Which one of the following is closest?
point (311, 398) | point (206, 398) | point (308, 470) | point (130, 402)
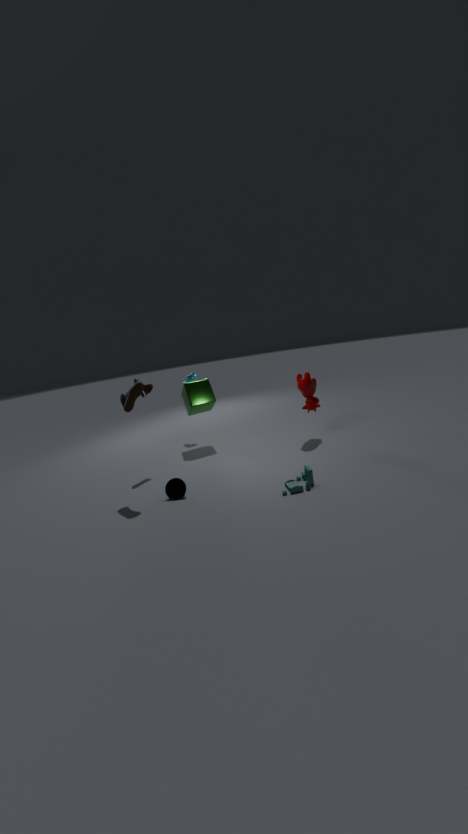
point (308, 470)
